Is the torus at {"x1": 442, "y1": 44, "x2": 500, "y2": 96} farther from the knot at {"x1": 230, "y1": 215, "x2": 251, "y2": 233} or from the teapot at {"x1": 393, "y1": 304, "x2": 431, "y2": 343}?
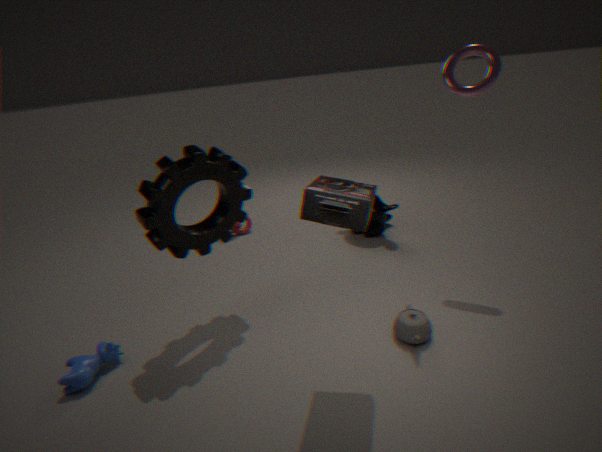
the knot at {"x1": 230, "y1": 215, "x2": 251, "y2": 233}
